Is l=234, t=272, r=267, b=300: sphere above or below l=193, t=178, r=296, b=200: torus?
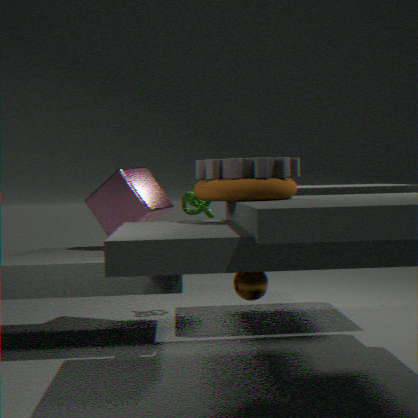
below
